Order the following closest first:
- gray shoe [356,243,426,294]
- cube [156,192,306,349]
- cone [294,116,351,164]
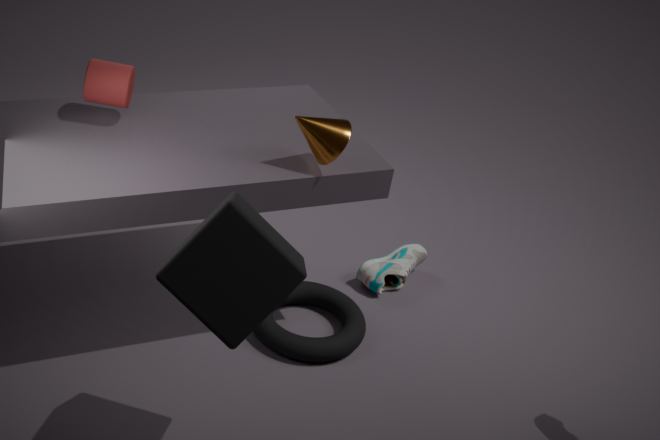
cube [156,192,306,349]
cone [294,116,351,164]
gray shoe [356,243,426,294]
